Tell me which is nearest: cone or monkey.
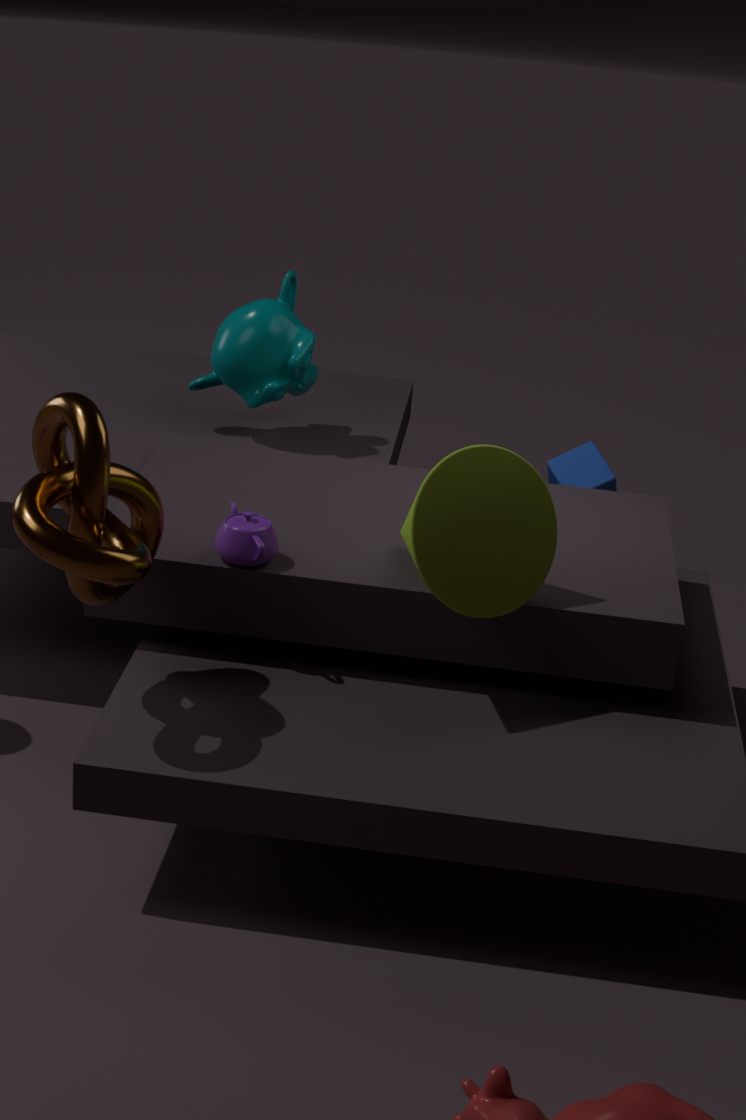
cone
